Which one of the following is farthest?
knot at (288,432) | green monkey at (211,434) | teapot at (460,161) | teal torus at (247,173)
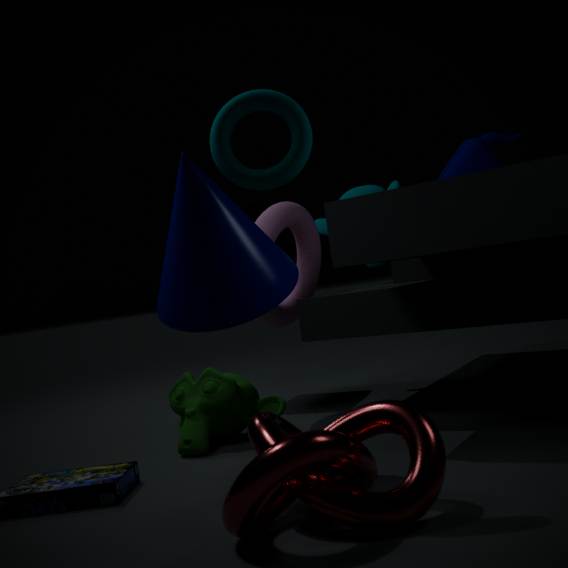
teapot at (460,161)
